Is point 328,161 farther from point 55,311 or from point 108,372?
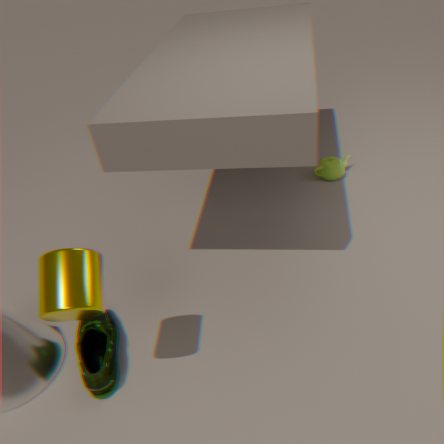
point 55,311
